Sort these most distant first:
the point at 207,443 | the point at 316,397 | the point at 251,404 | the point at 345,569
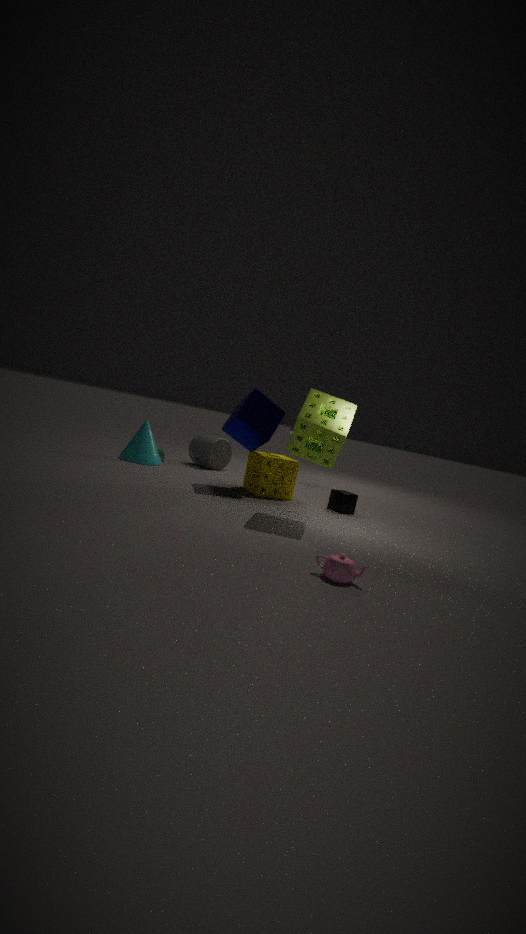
1. the point at 207,443
2. the point at 251,404
3. the point at 316,397
4. the point at 345,569
